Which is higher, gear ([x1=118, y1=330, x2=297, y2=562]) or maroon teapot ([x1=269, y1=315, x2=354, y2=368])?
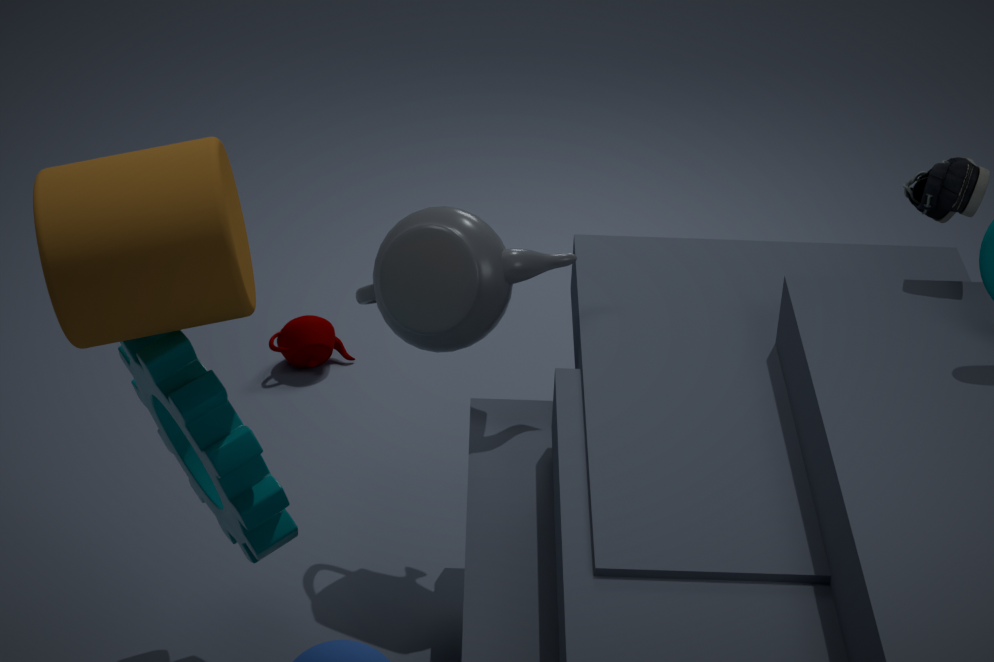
gear ([x1=118, y1=330, x2=297, y2=562])
